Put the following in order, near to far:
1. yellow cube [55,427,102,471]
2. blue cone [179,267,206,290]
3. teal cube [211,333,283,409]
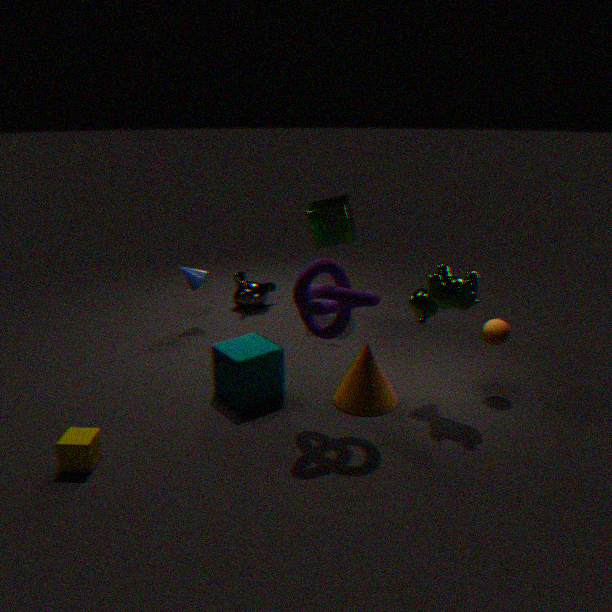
yellow cube [55,427,102,471], teal cube [211,333,283,409], blue cone [179,267,206,290]
